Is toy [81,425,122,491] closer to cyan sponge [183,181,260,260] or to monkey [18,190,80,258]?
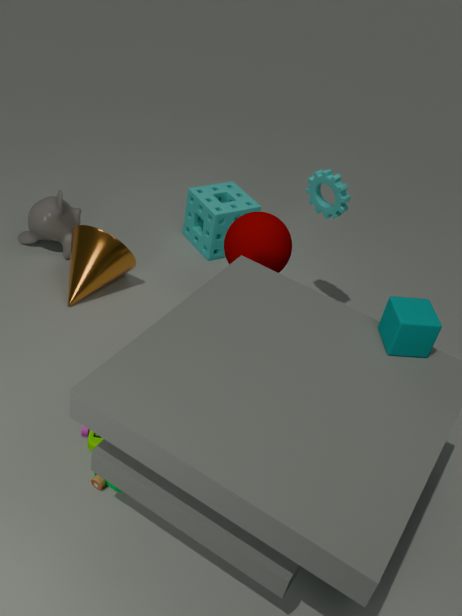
monkey [18,190,80,258]
